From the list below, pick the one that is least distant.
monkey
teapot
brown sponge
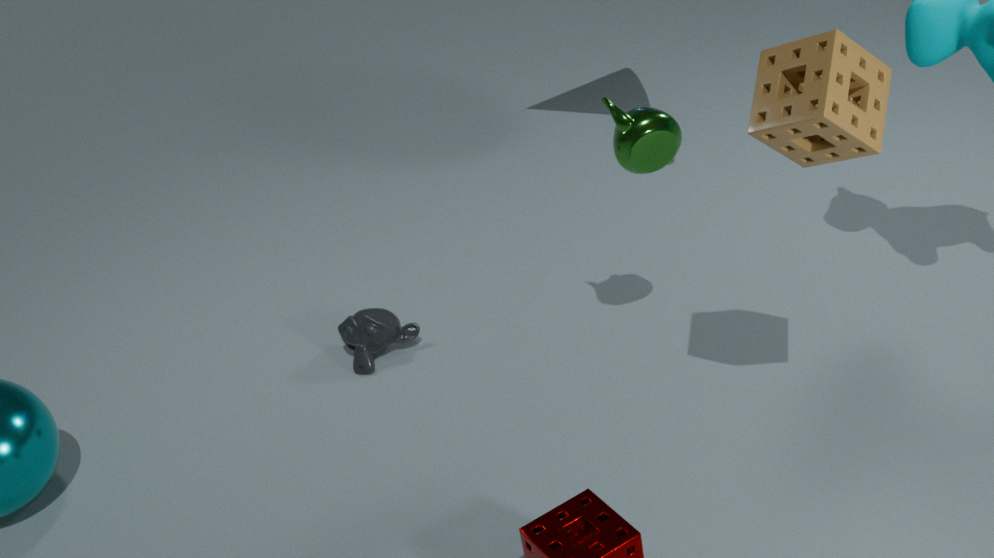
brown sponge
